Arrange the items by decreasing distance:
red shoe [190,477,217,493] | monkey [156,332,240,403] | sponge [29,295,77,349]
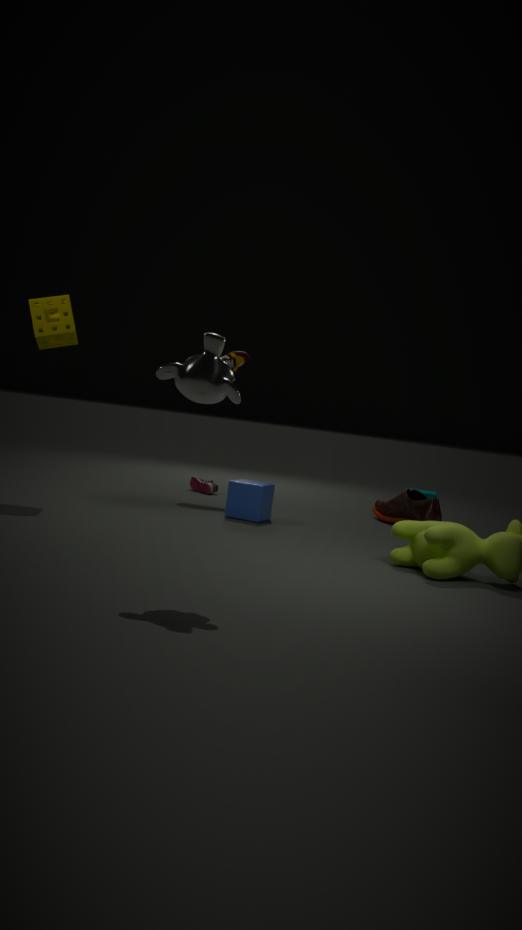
red shoe [190,477,217,493] < sponge [29,295,77,349] < monkey [156,332,240,403]
